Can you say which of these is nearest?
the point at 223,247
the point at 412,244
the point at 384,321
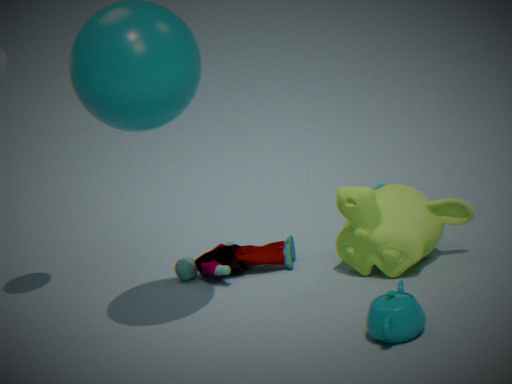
the point at 384,321
